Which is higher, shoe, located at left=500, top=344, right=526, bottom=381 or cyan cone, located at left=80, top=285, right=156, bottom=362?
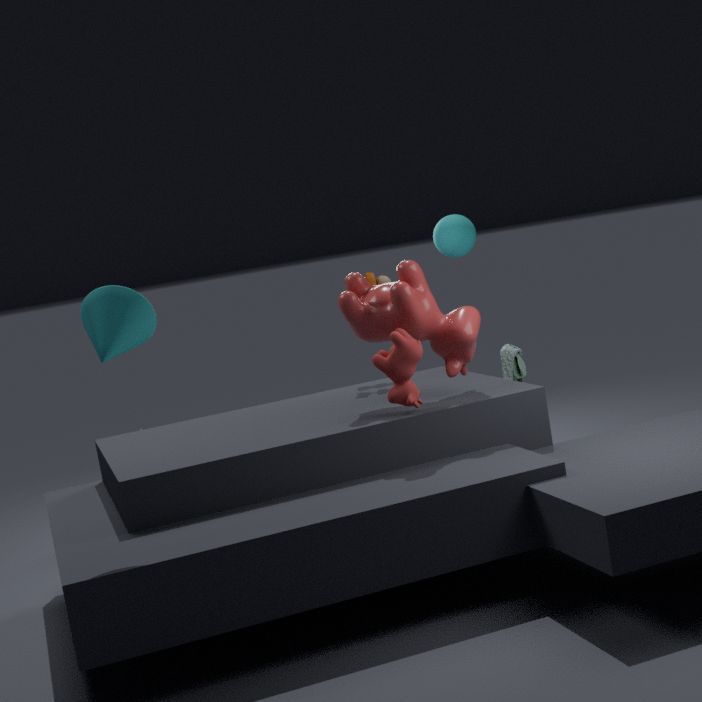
cyan cone, located at left=80, top=285, right=156, bottom=362
